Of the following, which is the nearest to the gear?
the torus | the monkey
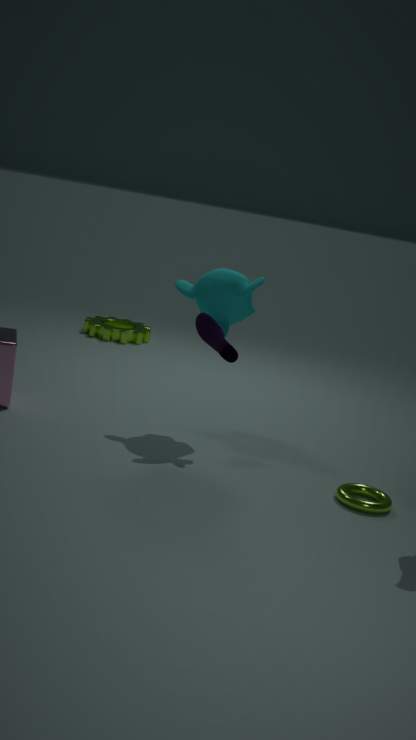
the monkey
